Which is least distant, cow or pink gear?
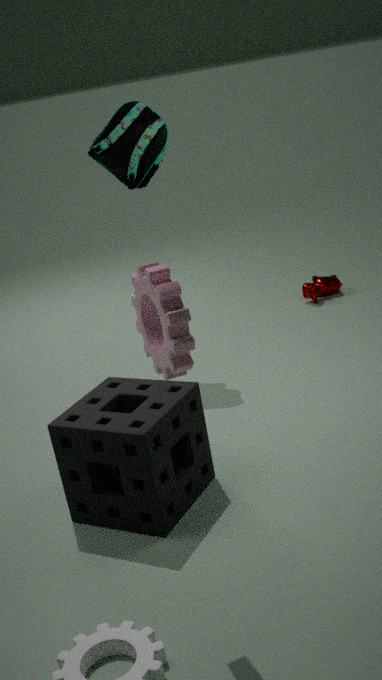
pink gear
